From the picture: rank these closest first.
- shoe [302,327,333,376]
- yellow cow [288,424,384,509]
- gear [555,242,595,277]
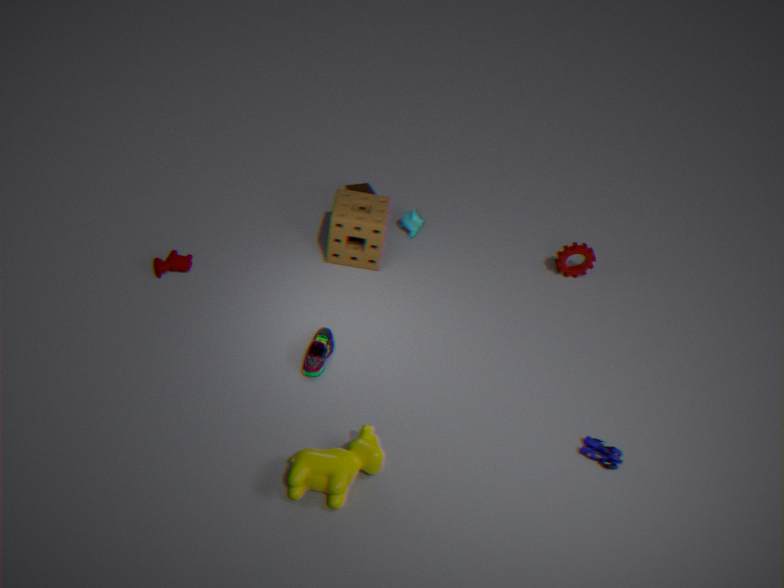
1. yellow cow [288,424,384,509]
2. shoe [302,327,333,376]
3. gear [555,242,595,277]
